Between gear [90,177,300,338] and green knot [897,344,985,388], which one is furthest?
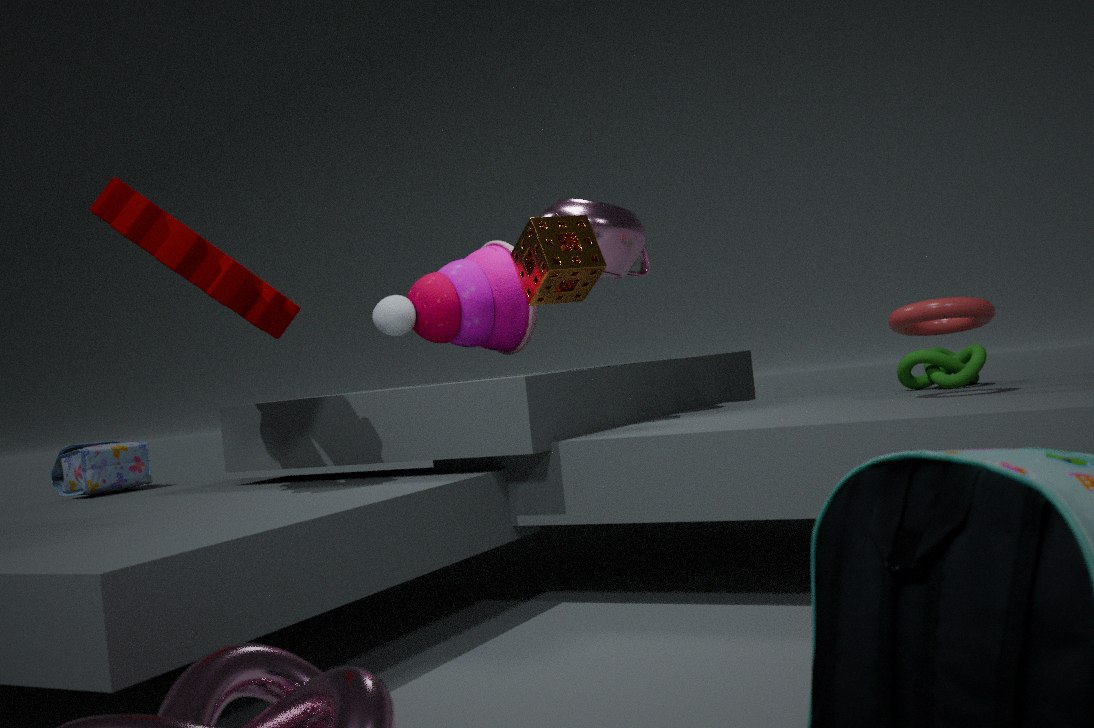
green knot [897,344,985,388]
